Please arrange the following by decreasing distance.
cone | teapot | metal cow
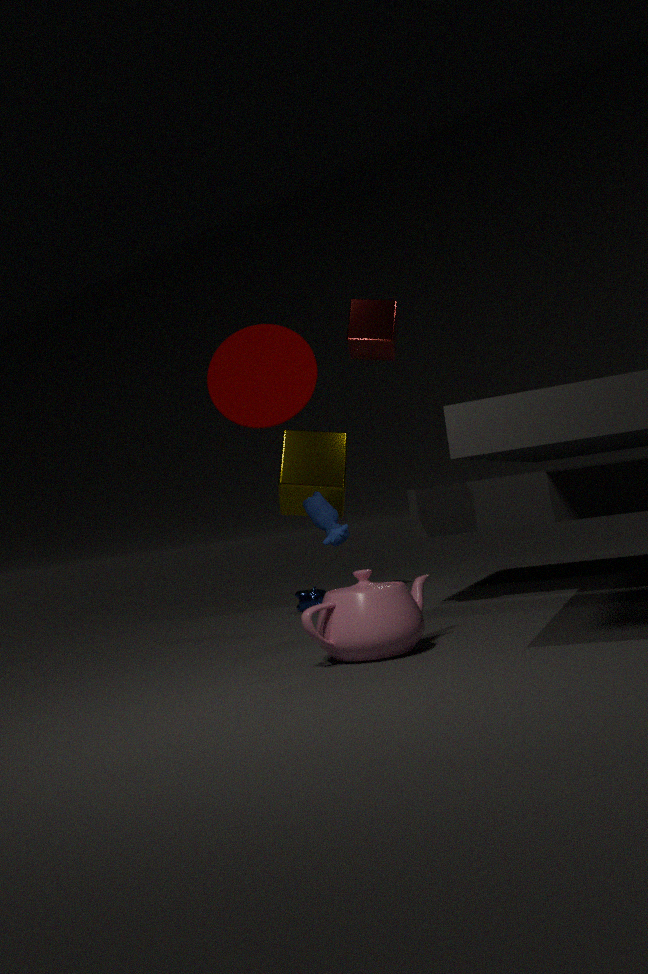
metal cow < cone < teapot
